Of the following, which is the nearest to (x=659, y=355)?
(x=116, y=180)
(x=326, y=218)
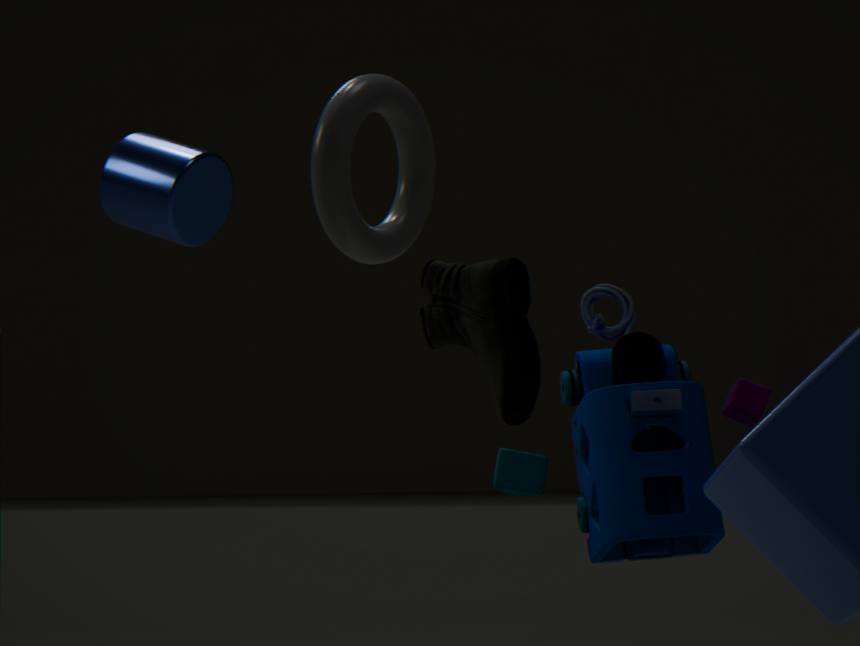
(x=326, y=218)
